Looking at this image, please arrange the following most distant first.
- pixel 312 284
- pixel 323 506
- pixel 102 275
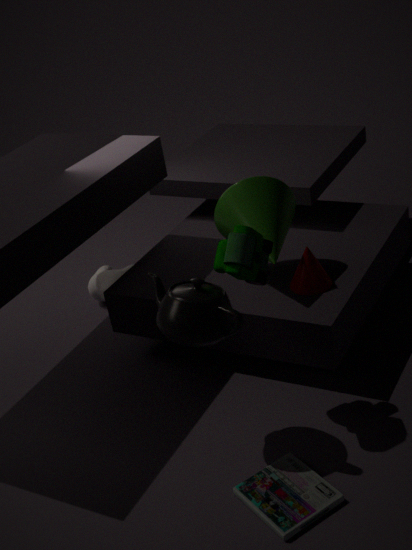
pixel 102 275 < pixel 312 284 < pixel 323 506
